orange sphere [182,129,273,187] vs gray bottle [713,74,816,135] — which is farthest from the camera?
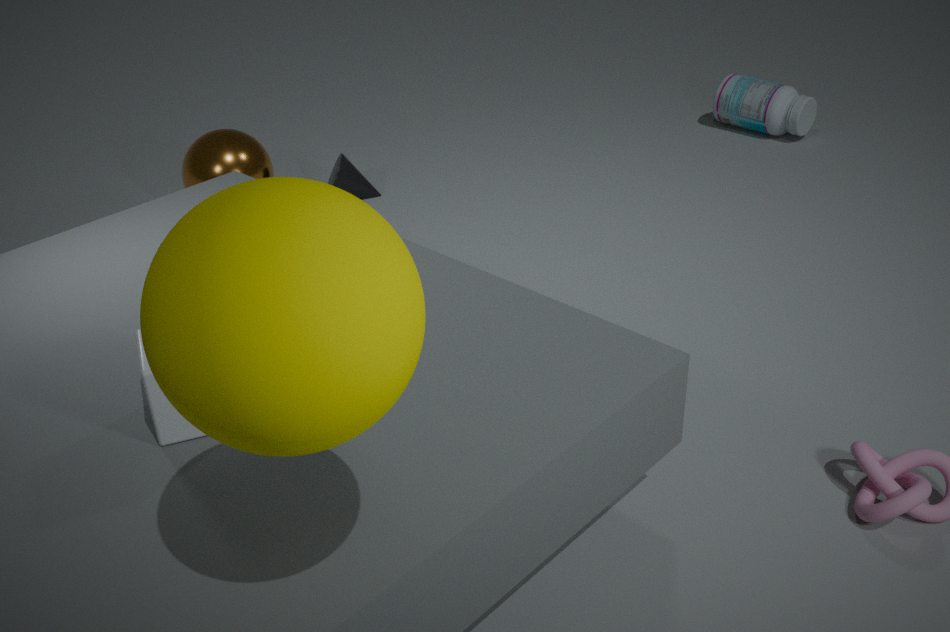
gray bottle [713,74,816,135]
